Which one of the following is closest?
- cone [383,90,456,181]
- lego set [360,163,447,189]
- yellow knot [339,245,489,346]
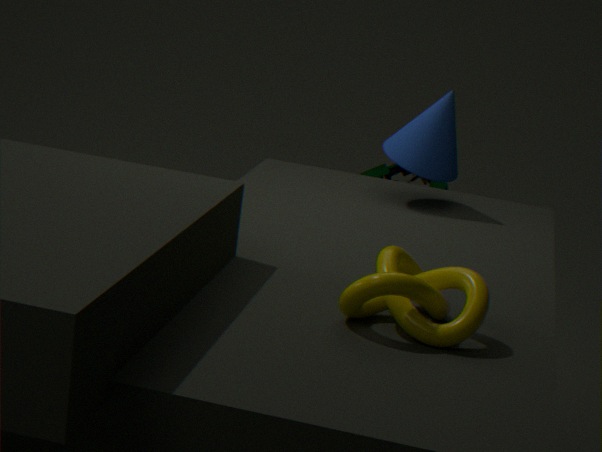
yellow knot [339,245,489,346]
